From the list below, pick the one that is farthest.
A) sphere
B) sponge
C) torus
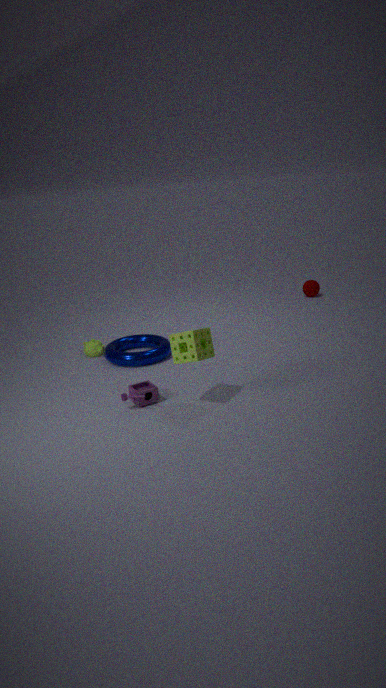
sphere
